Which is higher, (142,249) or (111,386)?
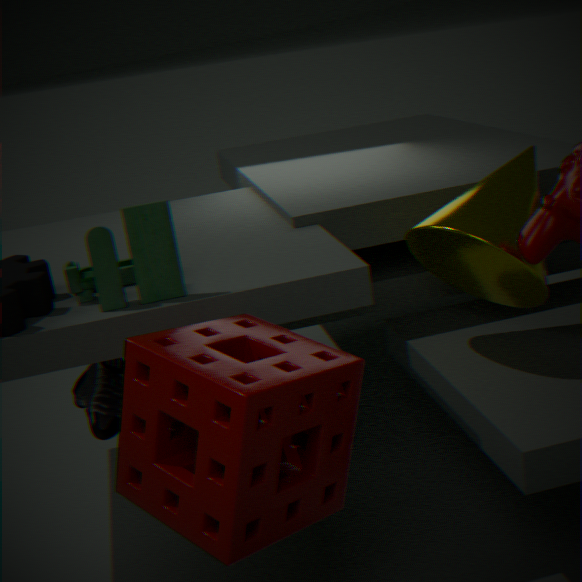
(142,249)
